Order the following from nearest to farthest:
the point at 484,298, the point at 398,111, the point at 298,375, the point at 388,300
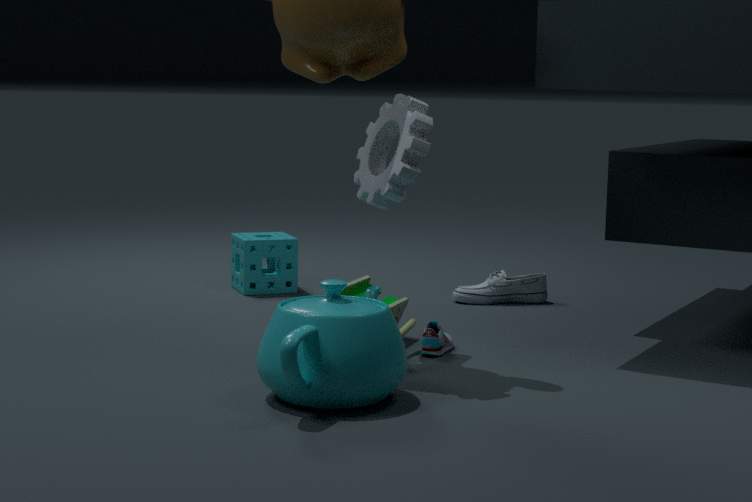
the point at 298,375 → the point at 398,111 → the point at 388,300 → the point at 484,298
